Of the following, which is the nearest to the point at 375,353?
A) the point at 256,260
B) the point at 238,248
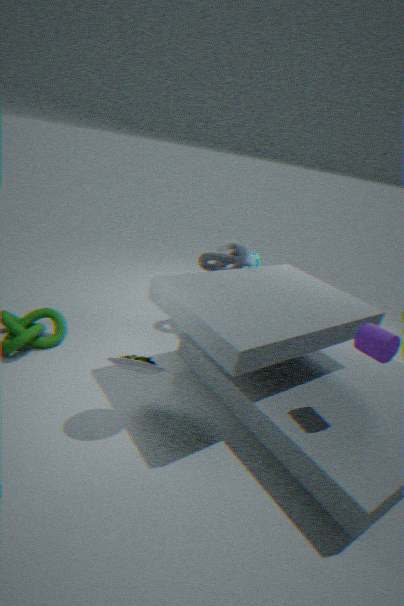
the point at 238,248
